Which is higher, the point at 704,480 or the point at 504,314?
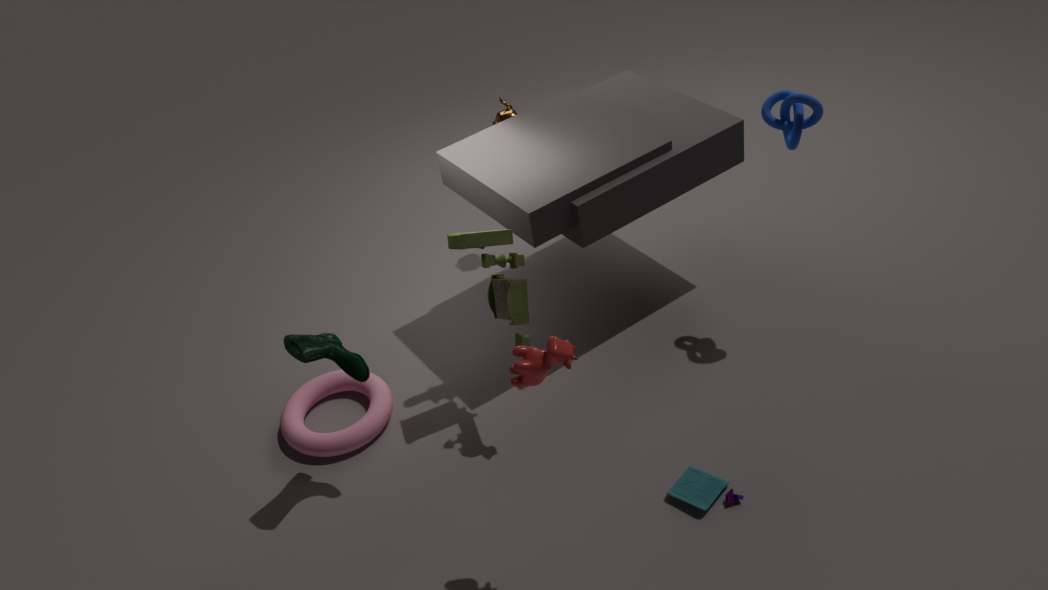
the point at 504,314
